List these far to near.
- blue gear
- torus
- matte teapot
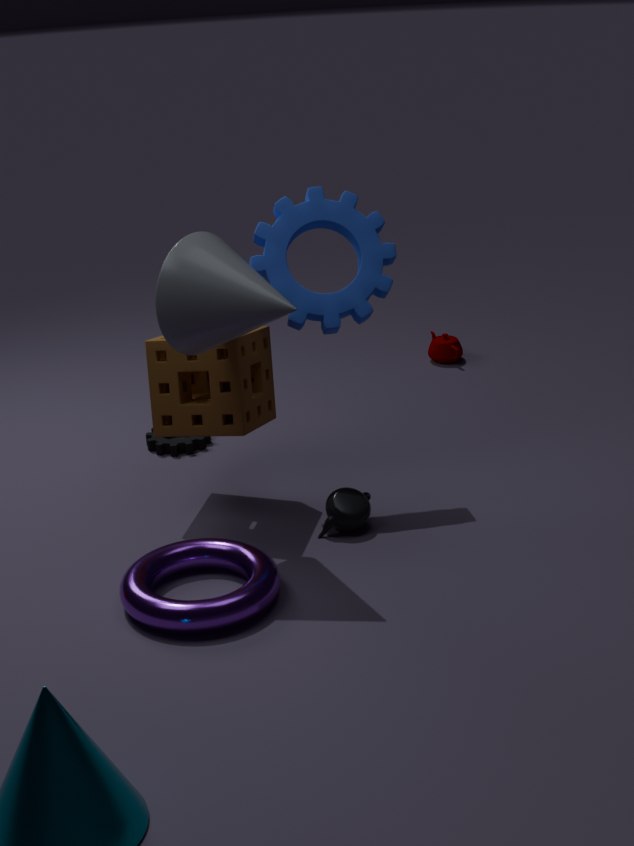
matte teapot < blue gear < torus
